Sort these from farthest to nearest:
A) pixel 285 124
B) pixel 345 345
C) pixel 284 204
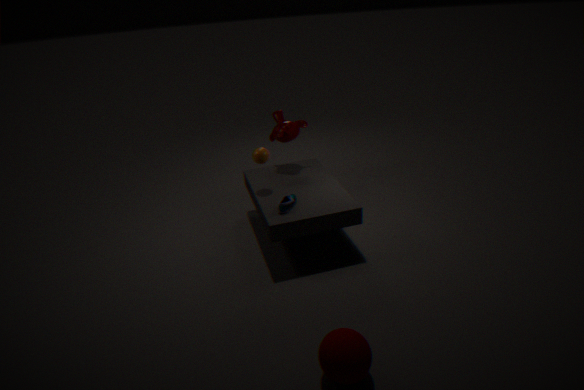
pixel 285 124
pixel 284 204
pixel 345 345
